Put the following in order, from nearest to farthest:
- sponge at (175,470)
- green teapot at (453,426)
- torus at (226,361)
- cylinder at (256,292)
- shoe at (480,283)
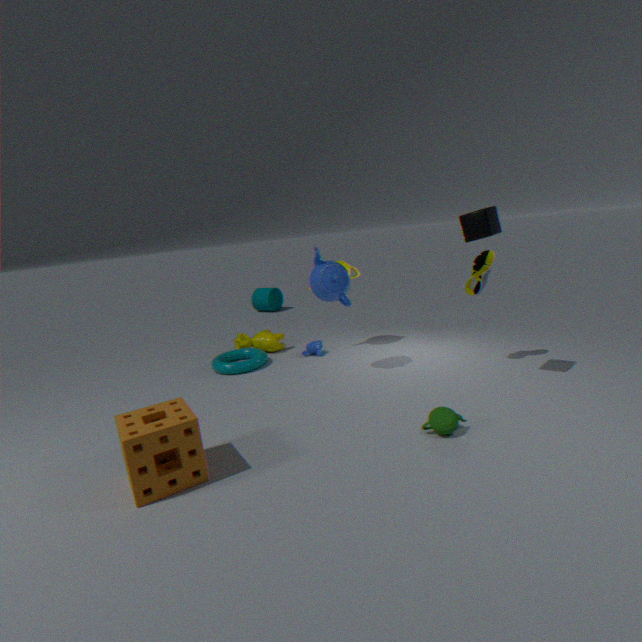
1. sponge at (175,470)
2. green teapot at (453,426)
3. shoe at (480,283)
4. torus at (226,361)
5. cylinder at (256,292)
